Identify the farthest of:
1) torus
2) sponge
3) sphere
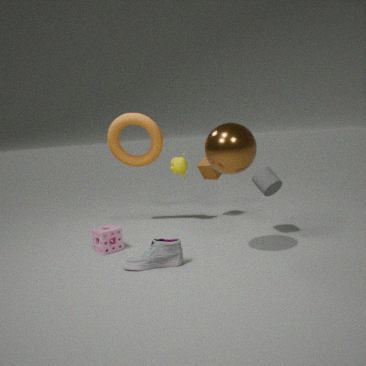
1. torus
